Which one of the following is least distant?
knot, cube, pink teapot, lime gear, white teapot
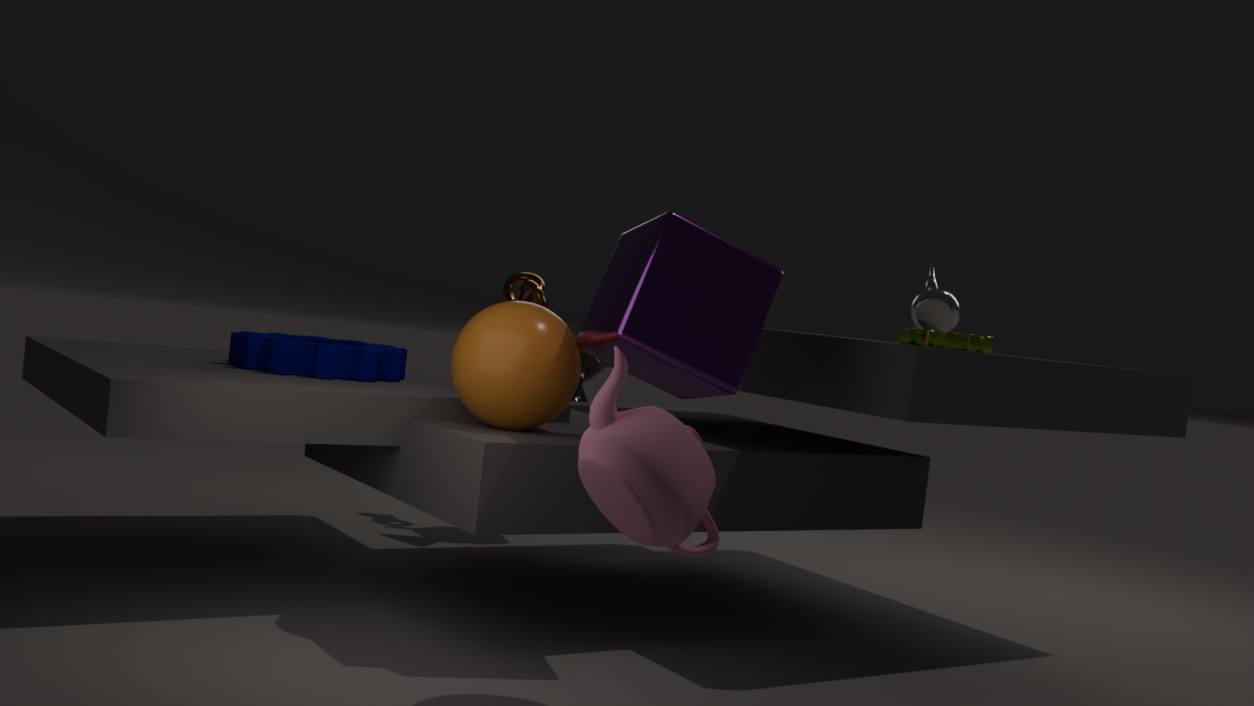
pink teapot
